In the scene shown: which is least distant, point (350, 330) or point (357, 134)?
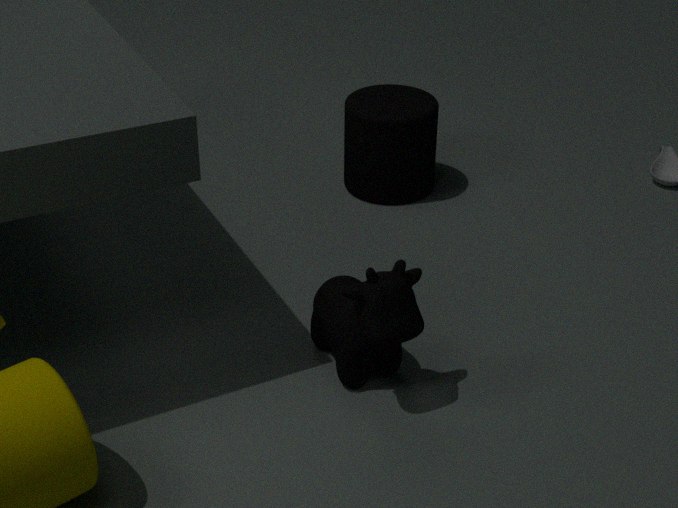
point (350, 330)
